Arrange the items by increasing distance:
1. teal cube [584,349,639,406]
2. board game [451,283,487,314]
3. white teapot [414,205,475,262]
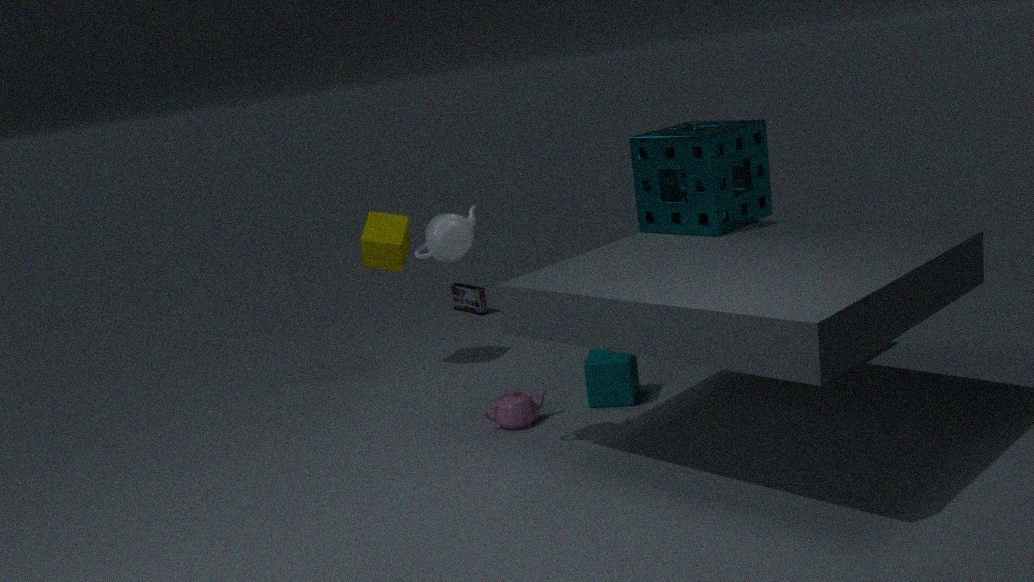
1. white teapot [414,205,475,262]
2. teal cube [584,349,639,406]
3. board game [451,283,487,314]
